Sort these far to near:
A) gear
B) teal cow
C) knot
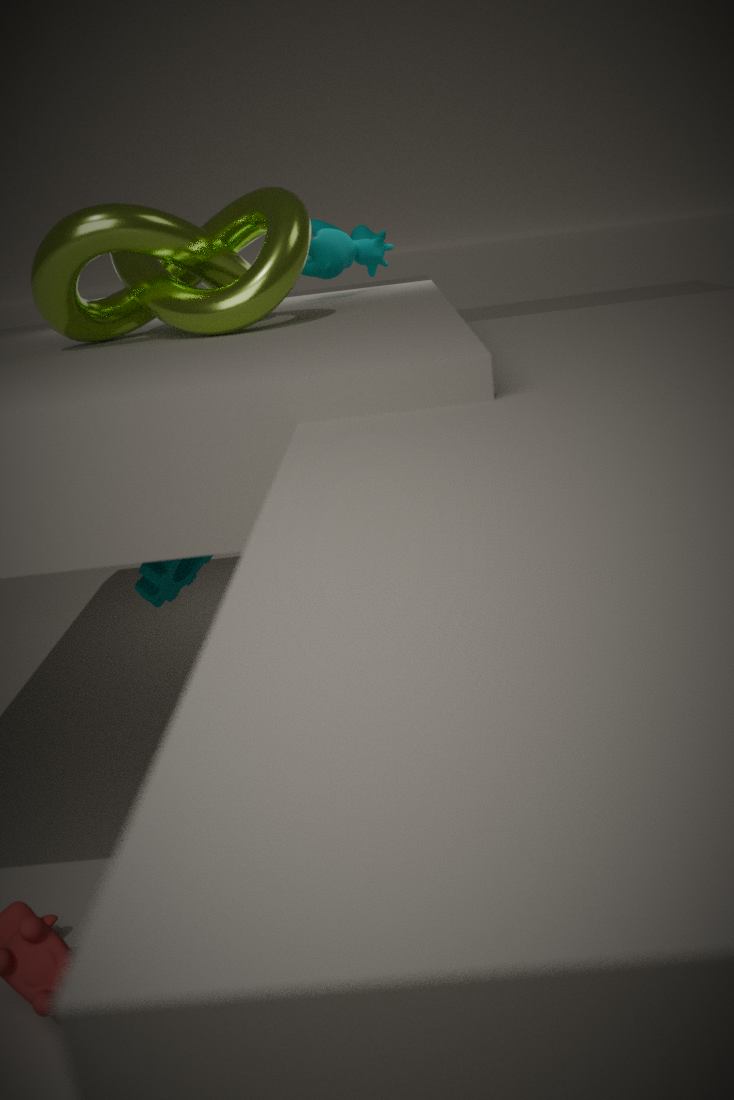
teal cow, gear, knot
